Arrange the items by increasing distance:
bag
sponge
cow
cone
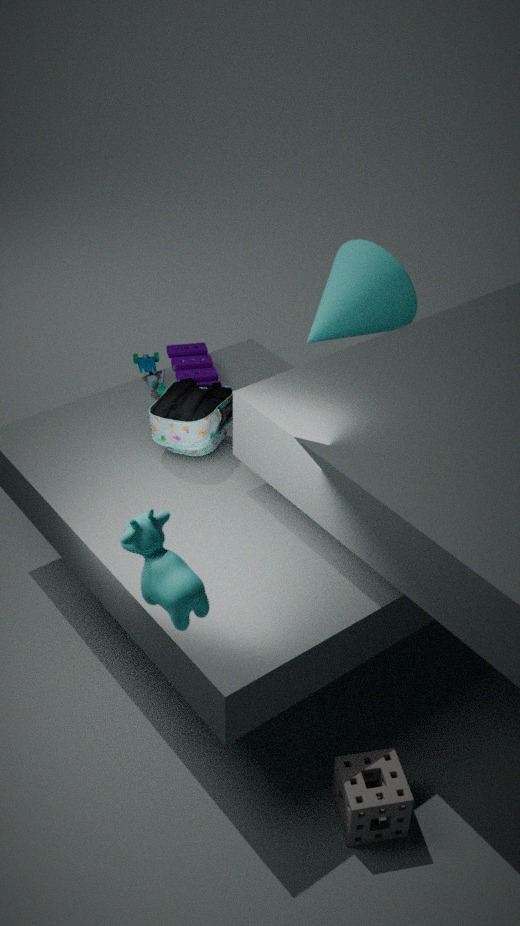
1. cow
2. sponge
3. bag
4. cone
